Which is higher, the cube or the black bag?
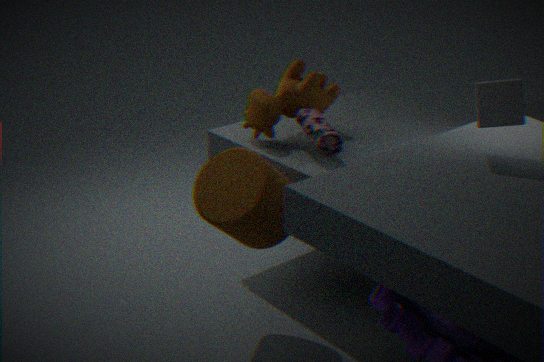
the cube
